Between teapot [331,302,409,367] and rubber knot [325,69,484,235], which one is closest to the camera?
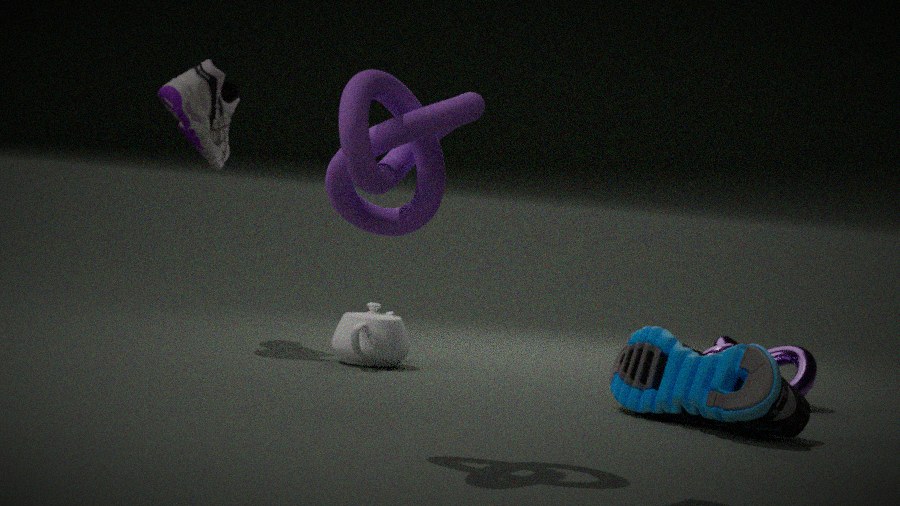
rubber knot [325,69,484,235]
